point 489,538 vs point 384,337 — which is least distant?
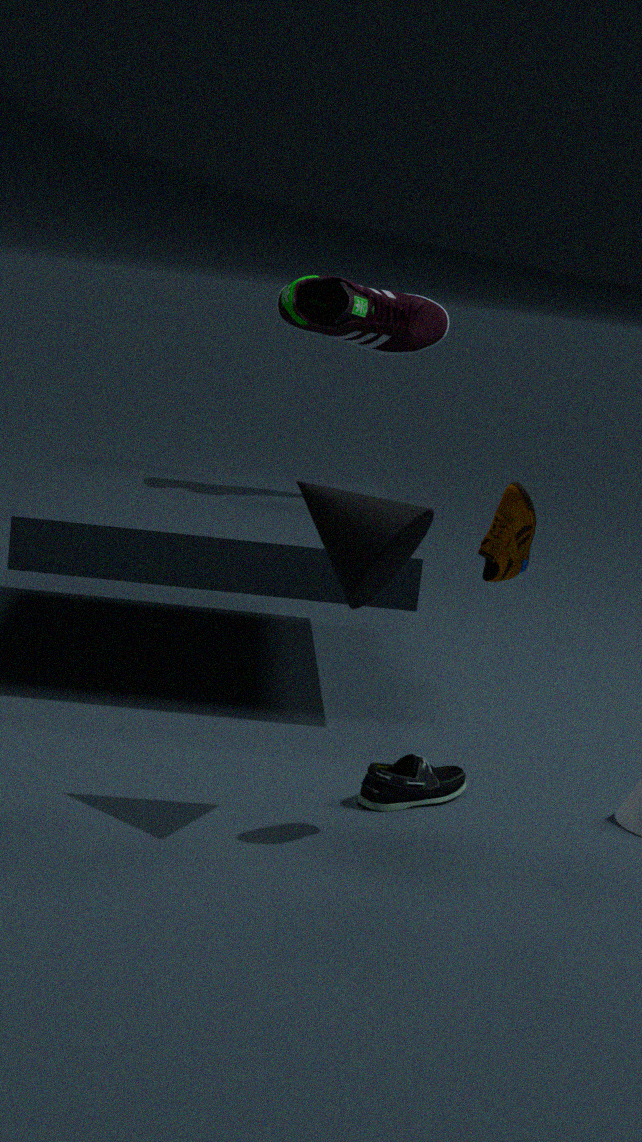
point 489,538
